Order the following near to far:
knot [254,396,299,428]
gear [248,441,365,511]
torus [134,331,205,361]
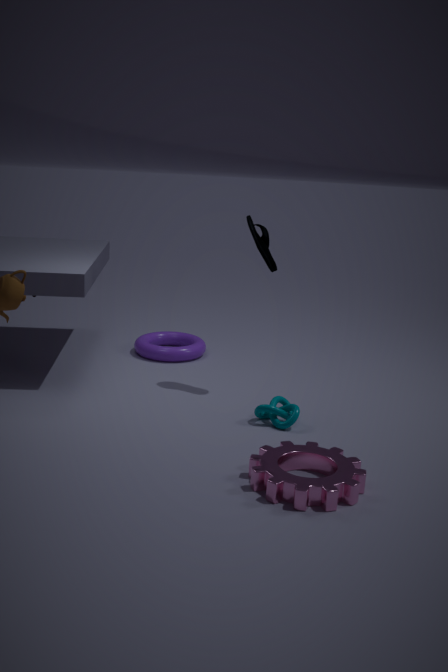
1. gear [248,441,365,511]
2. knot [254,396,299,428]
3. torus [134,331,205,361]
